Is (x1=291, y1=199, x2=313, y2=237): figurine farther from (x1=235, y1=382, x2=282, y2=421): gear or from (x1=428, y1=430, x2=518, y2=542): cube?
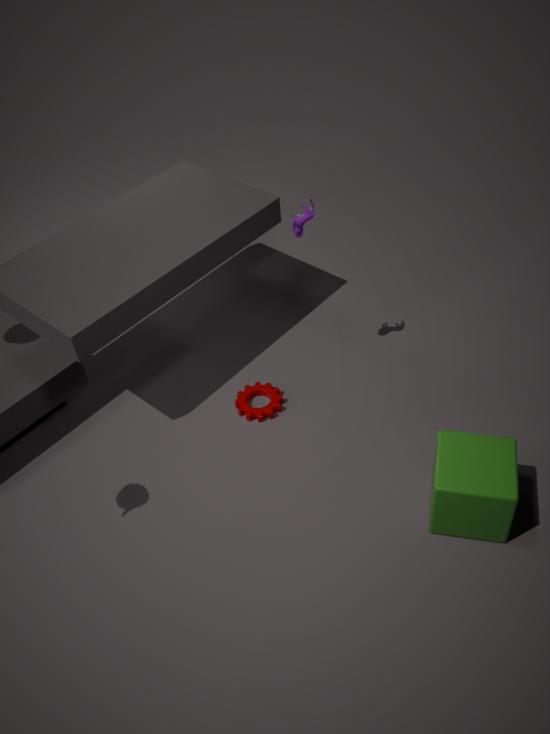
(x1=428, y1=430, x2=518, y2=542): cube
